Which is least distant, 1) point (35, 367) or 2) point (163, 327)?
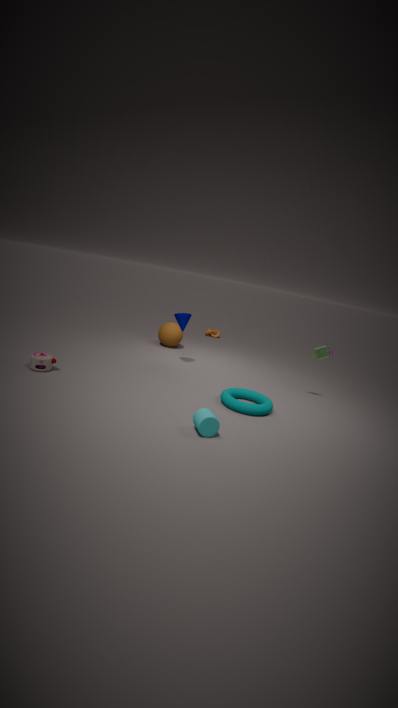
1. point (35, 367)
